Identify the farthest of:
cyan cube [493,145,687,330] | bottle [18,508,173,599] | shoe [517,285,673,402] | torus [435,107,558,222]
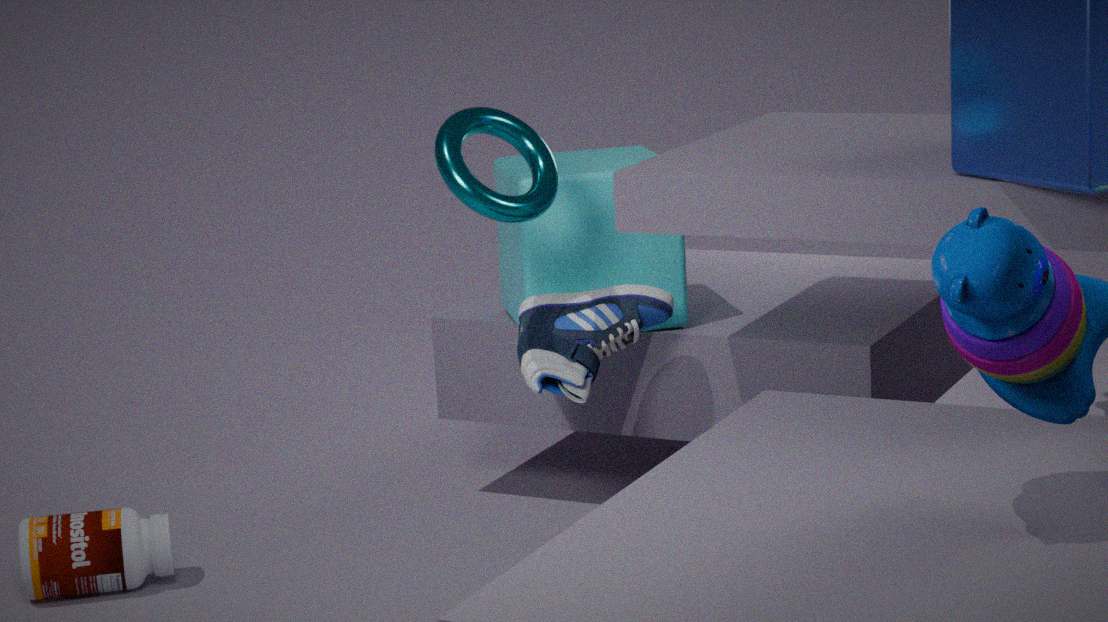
cyan cube [493,145,687,330]
